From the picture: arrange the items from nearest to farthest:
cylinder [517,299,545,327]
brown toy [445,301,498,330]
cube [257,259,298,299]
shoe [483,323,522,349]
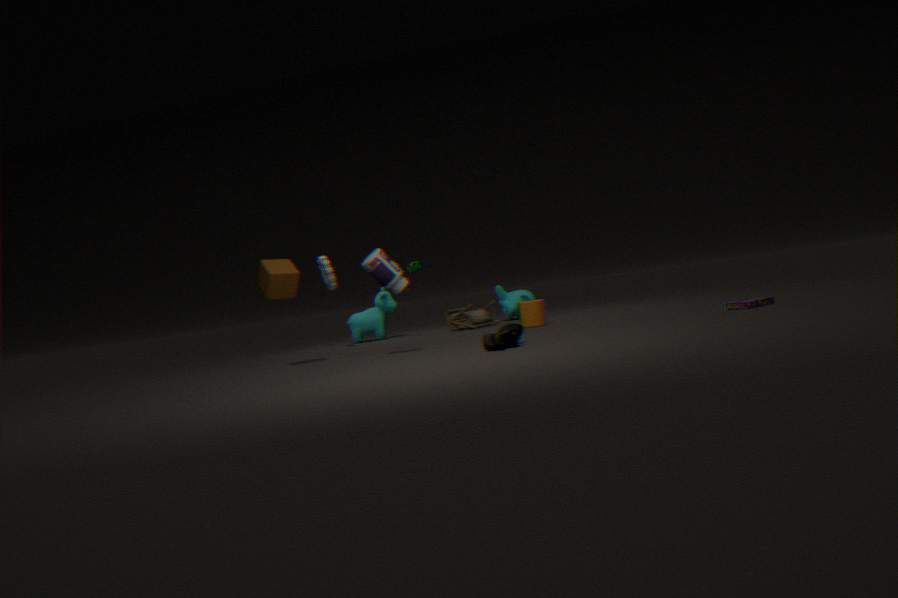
shoe [483,323,522,349] < cube [257,259,298,299] < cylinder [517,299,545,327] < brown toy [445,301,498,330]
